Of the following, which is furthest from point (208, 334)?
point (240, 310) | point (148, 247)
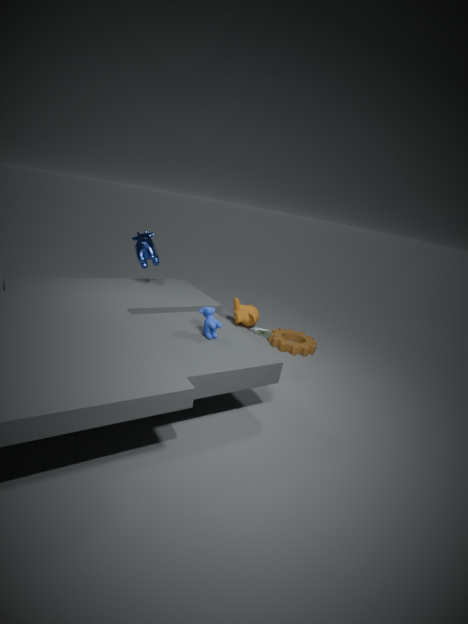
point (240, 310)
